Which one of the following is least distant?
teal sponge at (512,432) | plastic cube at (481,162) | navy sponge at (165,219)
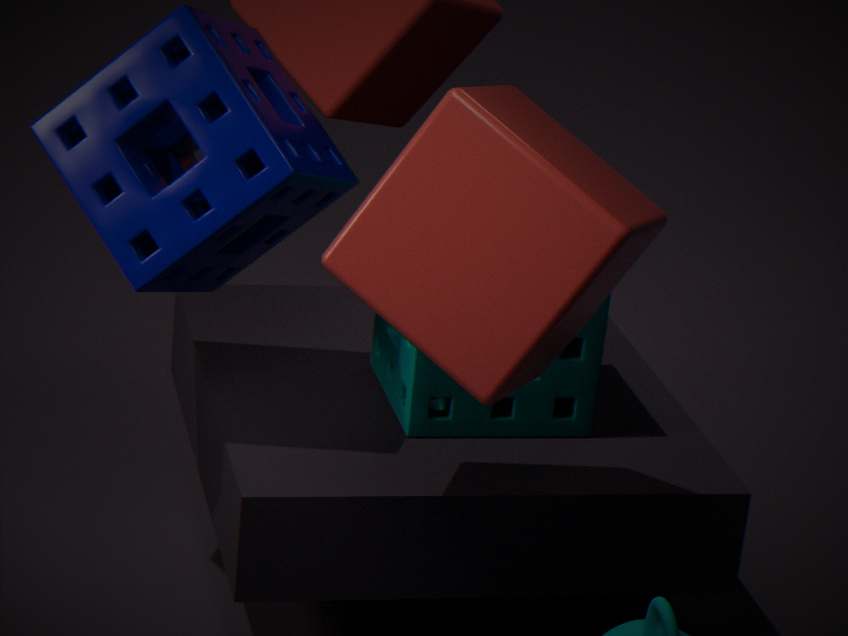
plastic cube at (481,162)
